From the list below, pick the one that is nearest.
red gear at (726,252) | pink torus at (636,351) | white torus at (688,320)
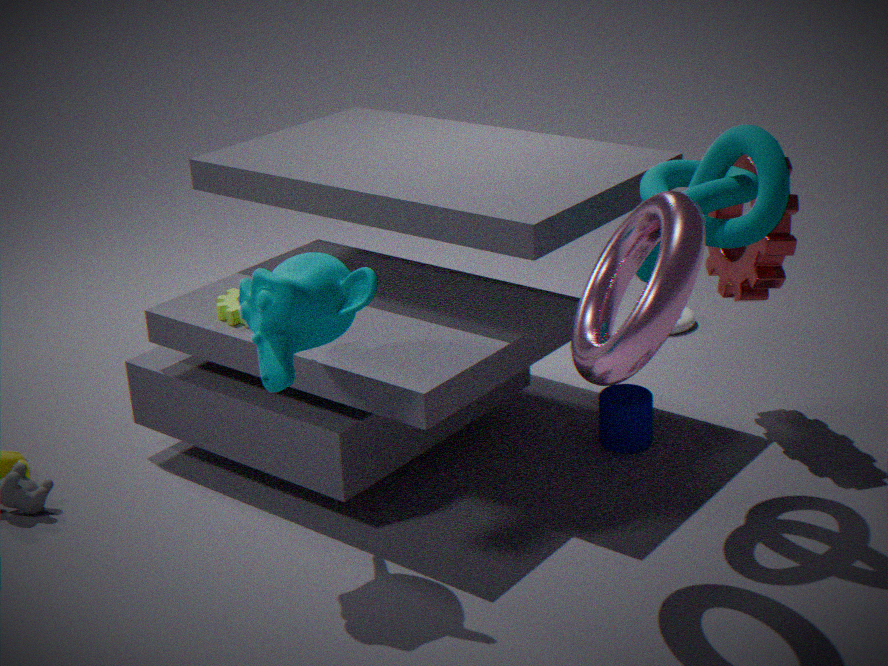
pink torus at (636,351)
